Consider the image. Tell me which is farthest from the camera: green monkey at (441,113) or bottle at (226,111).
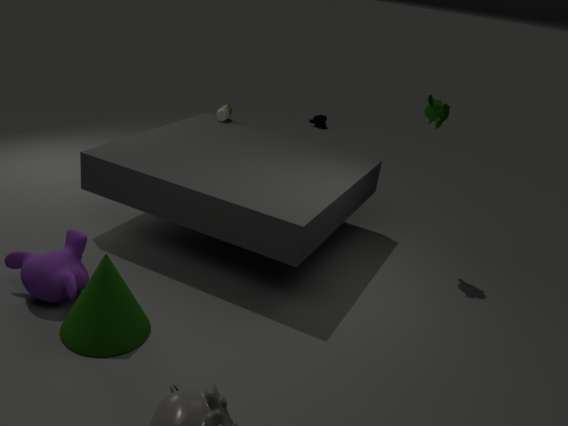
bottle at (226,111)
